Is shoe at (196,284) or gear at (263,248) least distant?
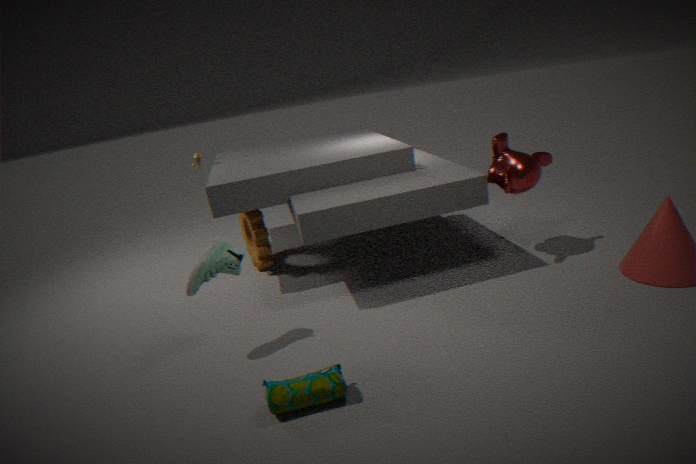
shoe at (196,284)
